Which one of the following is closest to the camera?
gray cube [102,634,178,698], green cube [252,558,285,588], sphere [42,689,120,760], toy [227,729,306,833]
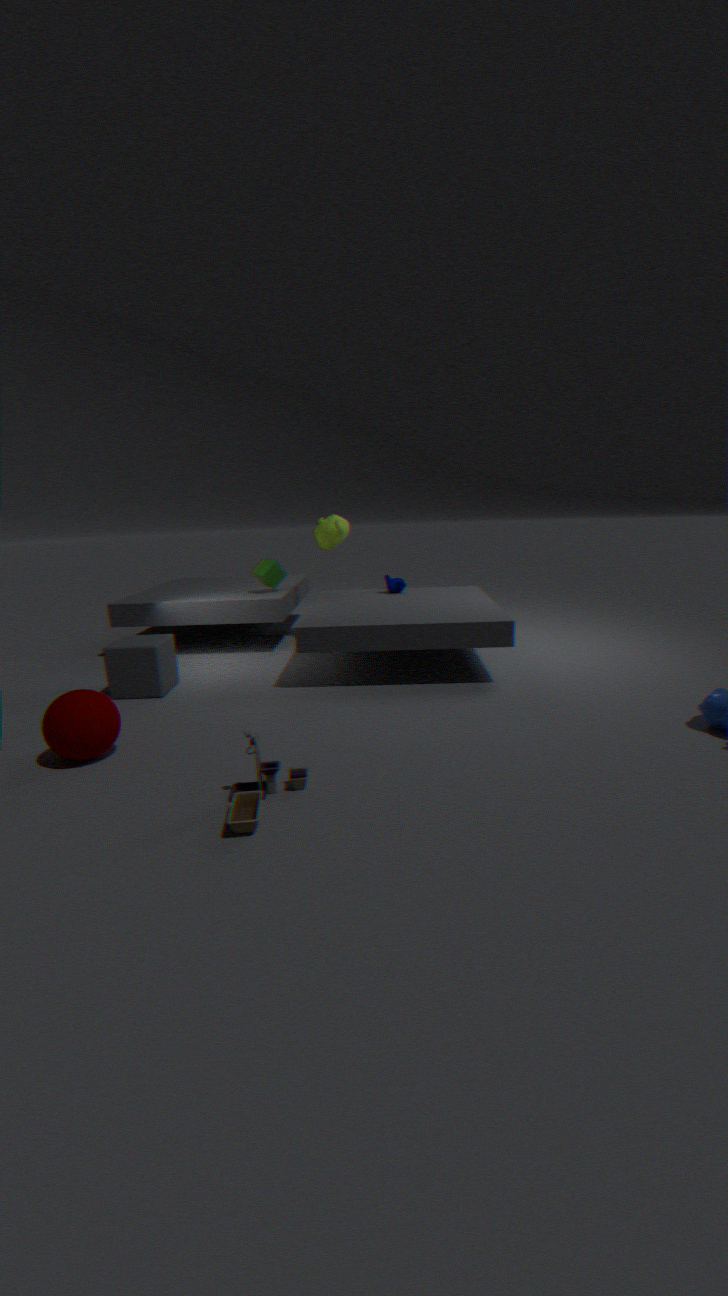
toy [227,729,306,833]
